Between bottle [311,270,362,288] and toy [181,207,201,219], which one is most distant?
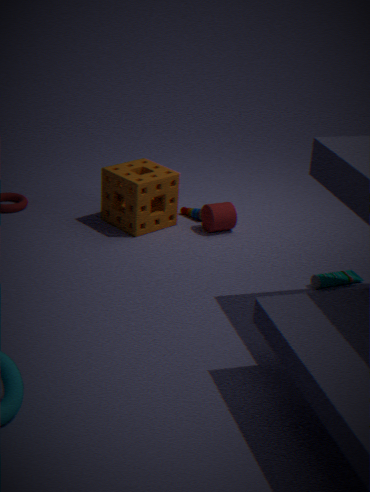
toy [181,207,201,219]
